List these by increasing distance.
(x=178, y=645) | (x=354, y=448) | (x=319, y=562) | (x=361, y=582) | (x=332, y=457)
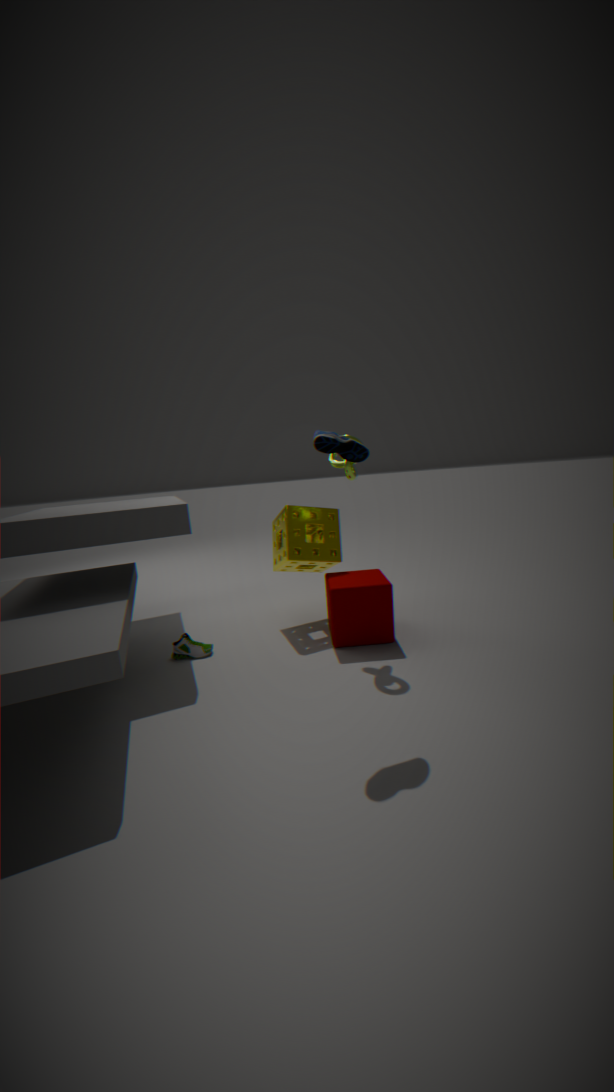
1. (x=354, y=448)
2. (x=361, y=582)
3. (x=178, y=645)
4. (x=332, y=457)
5. (x=319, y=562)
